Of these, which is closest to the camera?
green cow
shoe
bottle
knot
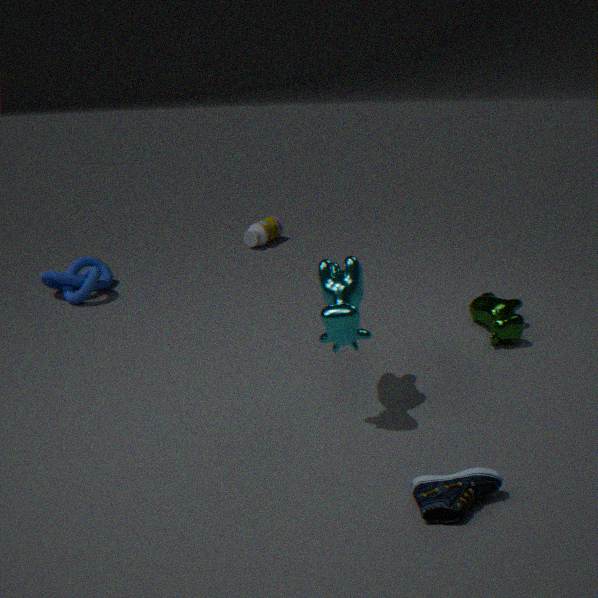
shoe
